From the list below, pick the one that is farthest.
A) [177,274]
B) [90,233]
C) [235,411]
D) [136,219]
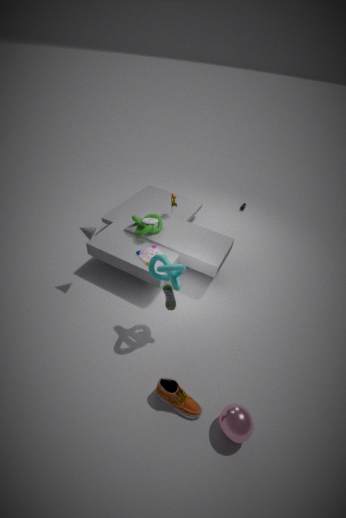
[136,219]
